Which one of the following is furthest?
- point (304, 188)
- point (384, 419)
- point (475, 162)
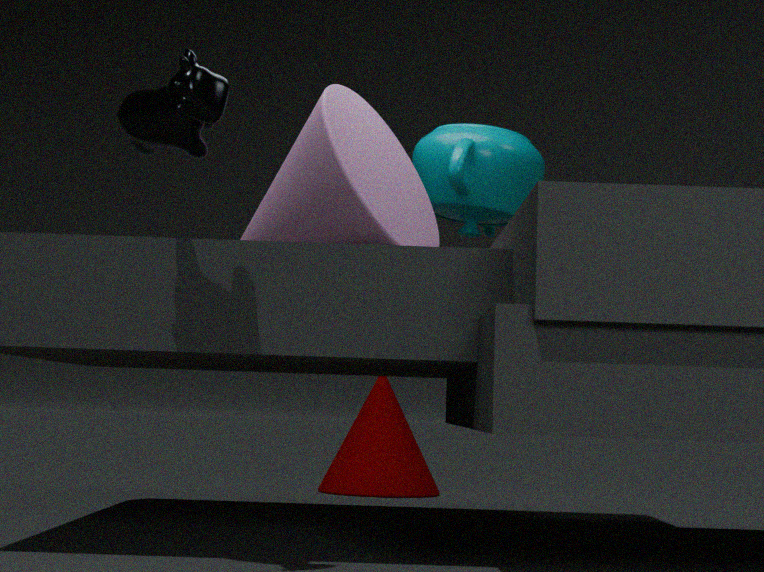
point (384, 419)
